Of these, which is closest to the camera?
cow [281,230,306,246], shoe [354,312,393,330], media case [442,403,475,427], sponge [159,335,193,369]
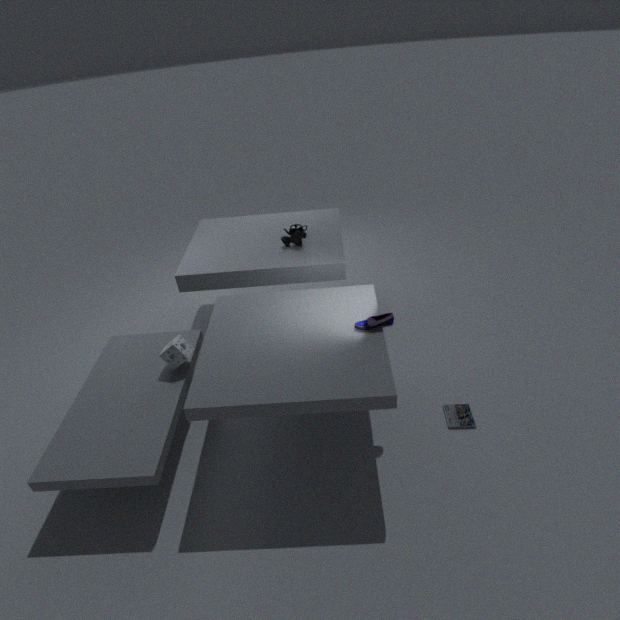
shoe [354,312,393,330]
